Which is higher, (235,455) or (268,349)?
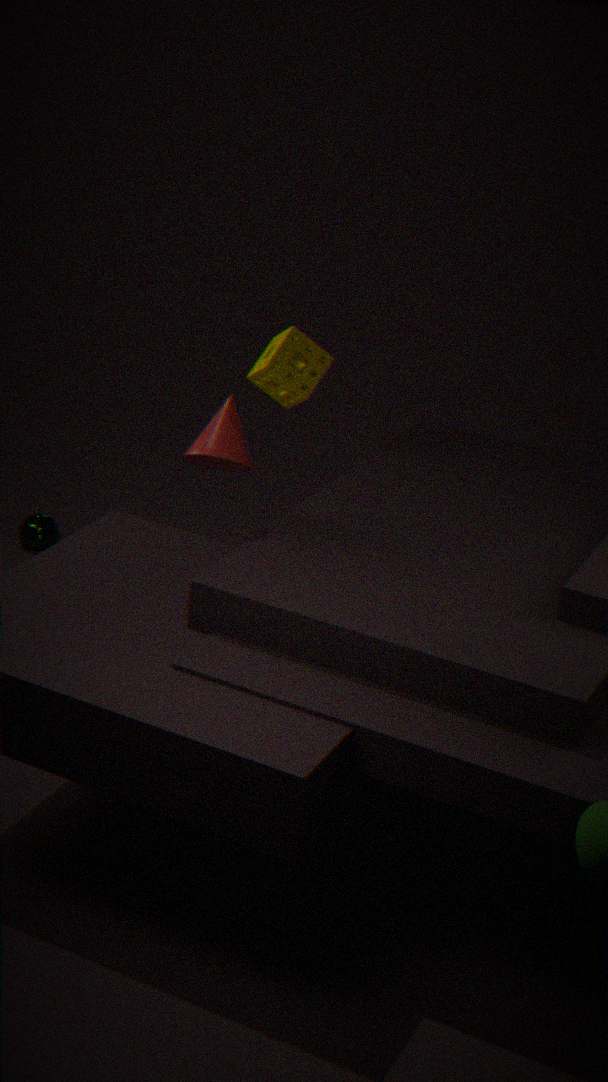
(268,349)
